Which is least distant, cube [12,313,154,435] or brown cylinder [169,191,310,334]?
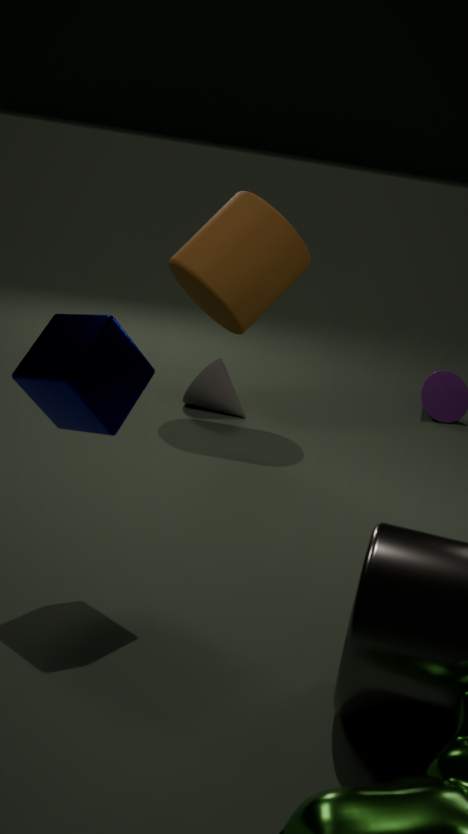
cube [12,313,154,435]
